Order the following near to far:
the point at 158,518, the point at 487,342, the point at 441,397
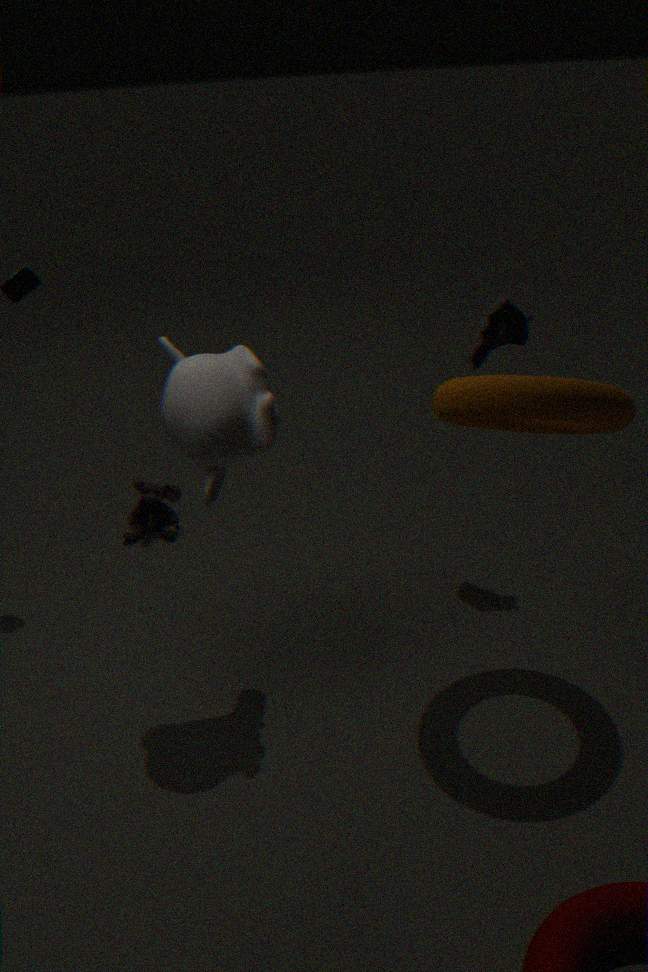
the point at 441,397 → the point at 487,342 → the point at 158,518
